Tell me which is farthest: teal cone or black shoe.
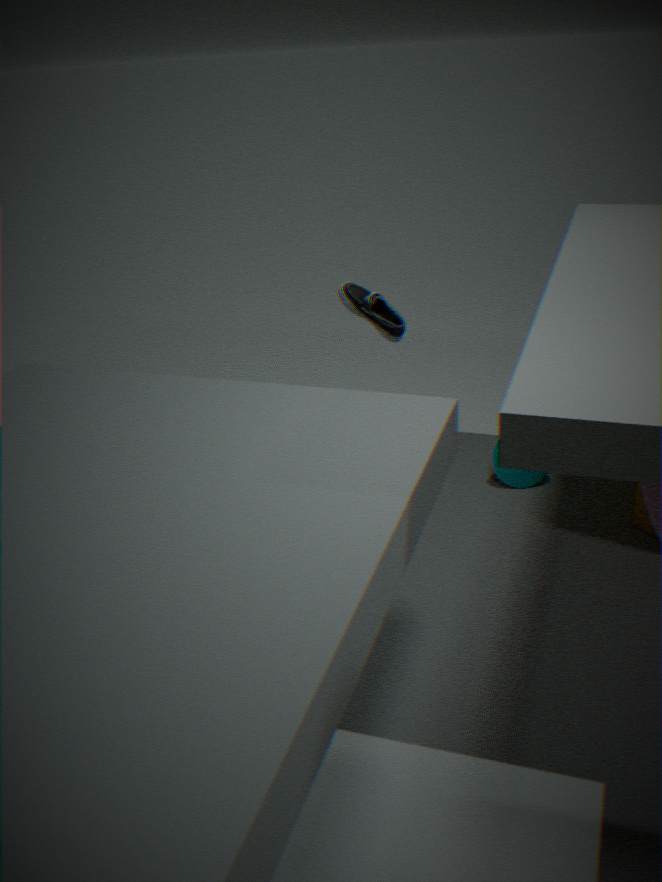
teal cone
